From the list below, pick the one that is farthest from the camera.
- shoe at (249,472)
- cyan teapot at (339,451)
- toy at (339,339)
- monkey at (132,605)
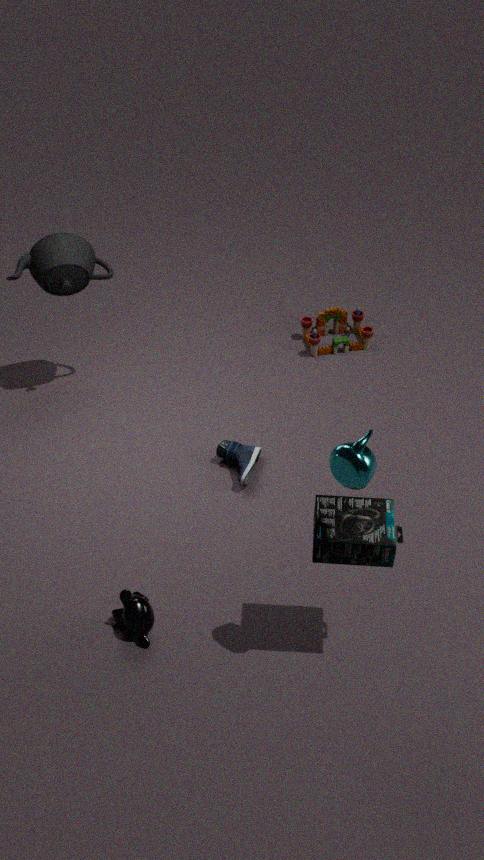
toy at (339,339)
